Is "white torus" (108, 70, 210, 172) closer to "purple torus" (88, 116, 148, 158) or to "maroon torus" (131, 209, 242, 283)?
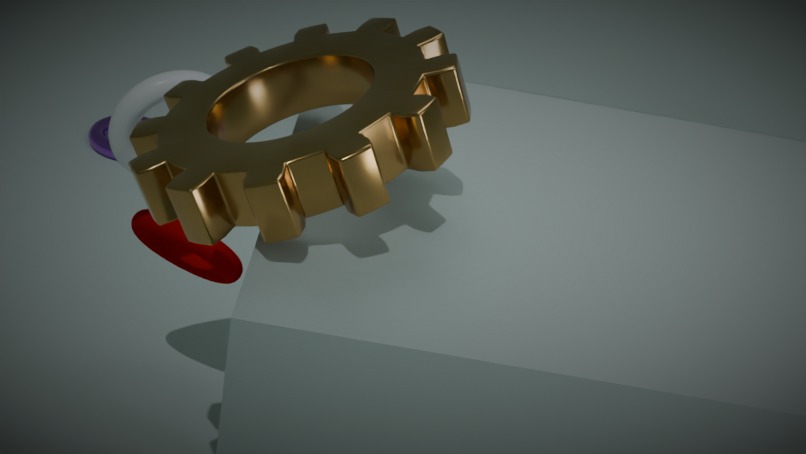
"maroon torus" (131, 209, 242, 283)
